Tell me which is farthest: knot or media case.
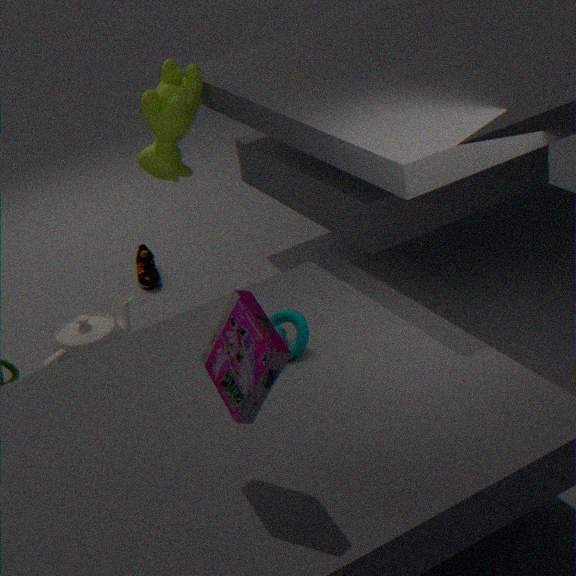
knot
